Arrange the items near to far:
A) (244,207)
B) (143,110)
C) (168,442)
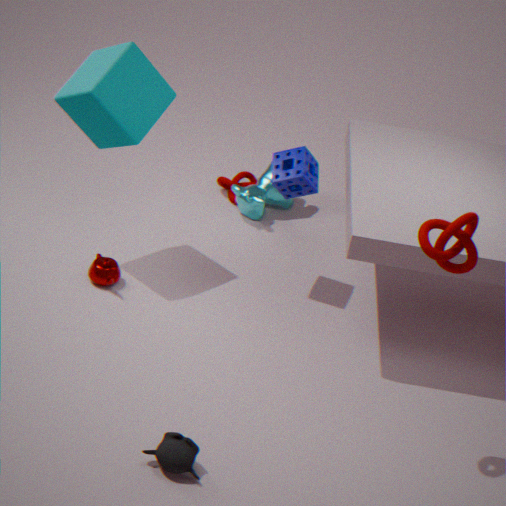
(168,442), (143,110), (244,207)
